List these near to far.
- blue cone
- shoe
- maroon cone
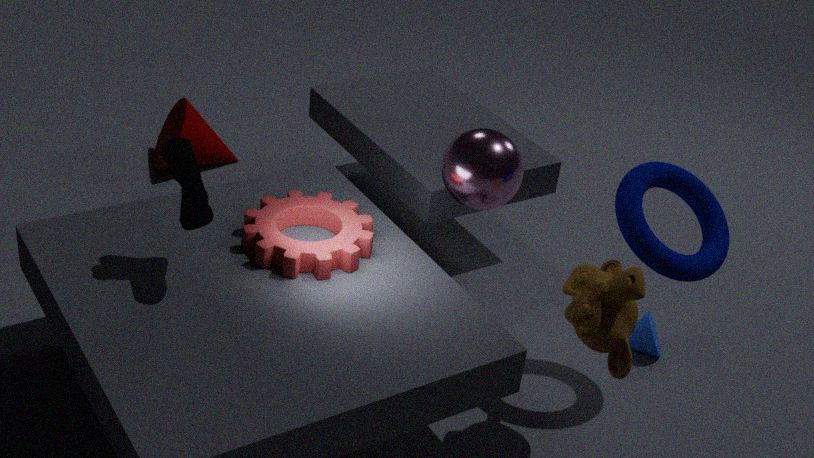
shoe, blue cone, maroon cone
